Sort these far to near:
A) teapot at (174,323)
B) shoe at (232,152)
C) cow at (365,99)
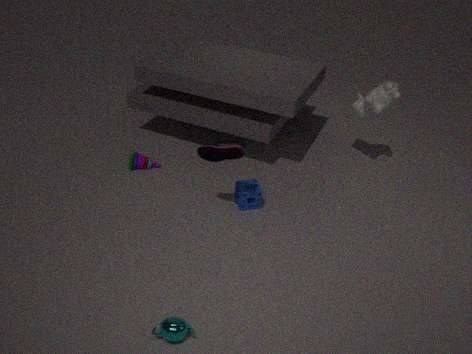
cow at (365,99) < shoe at (232,152) < teapot at (174,323)
